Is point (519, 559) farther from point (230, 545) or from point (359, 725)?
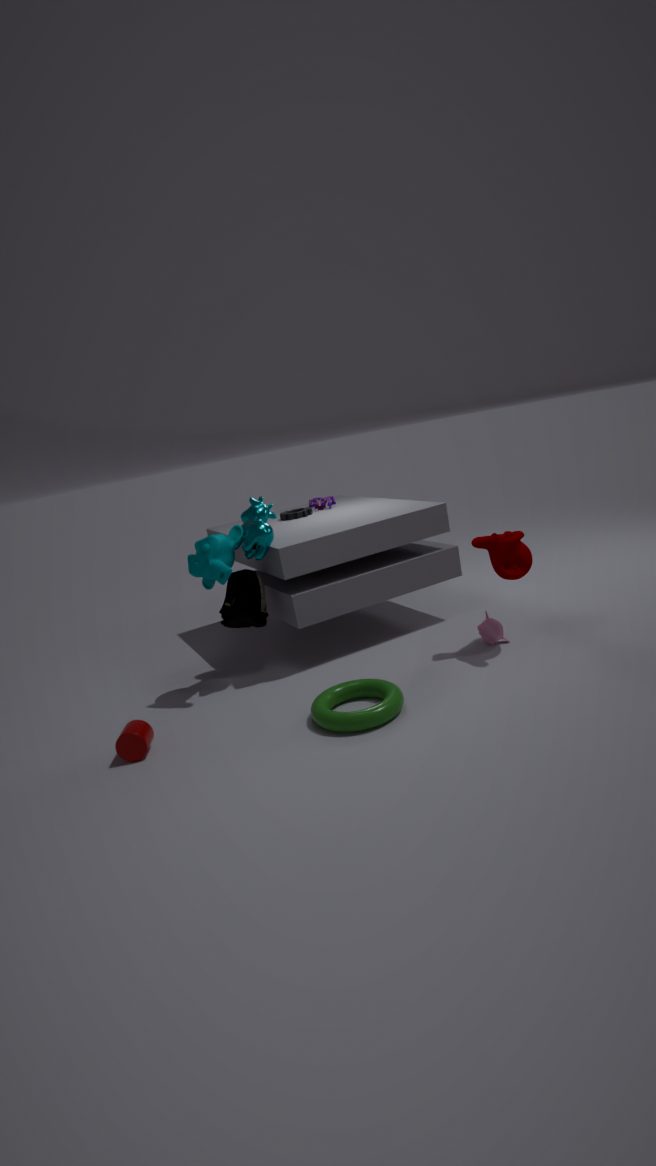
point (230, 545)
